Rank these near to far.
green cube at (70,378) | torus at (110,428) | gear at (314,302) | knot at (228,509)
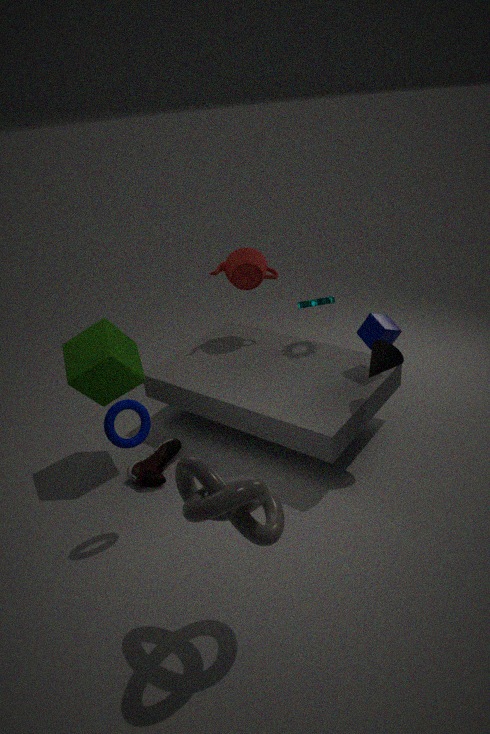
knot at (228,509)
torus at (110,428)
green cube at (70,378)
gear at (314,302)
